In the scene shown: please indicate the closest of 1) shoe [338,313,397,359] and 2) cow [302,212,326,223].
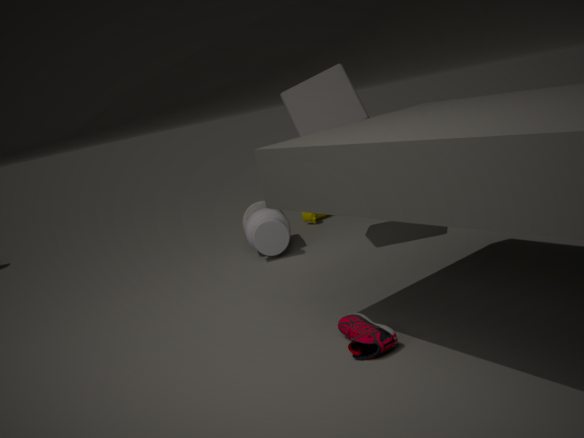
1. shoe [338,313,397,359]
